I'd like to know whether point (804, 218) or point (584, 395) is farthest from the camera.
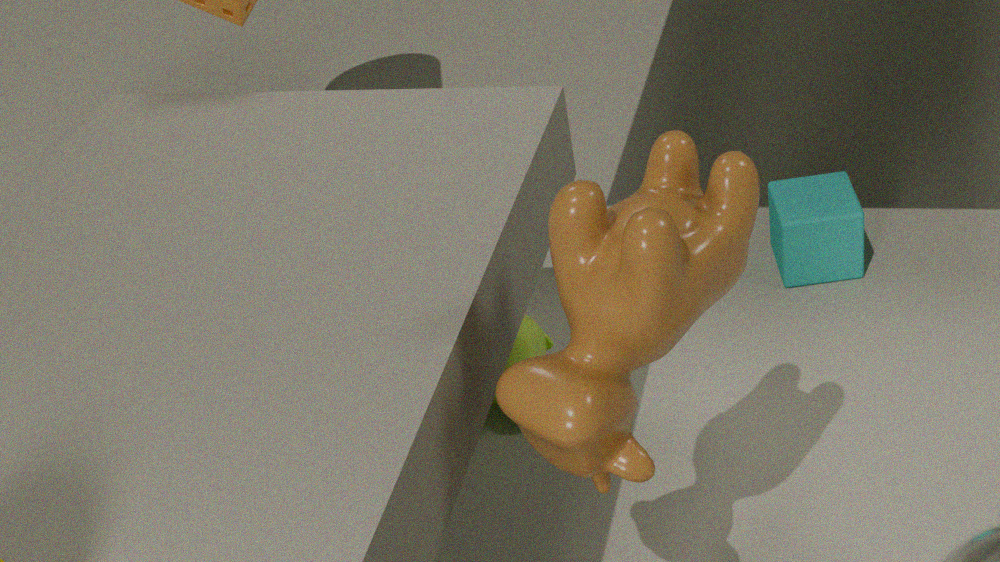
point (804, 218)
